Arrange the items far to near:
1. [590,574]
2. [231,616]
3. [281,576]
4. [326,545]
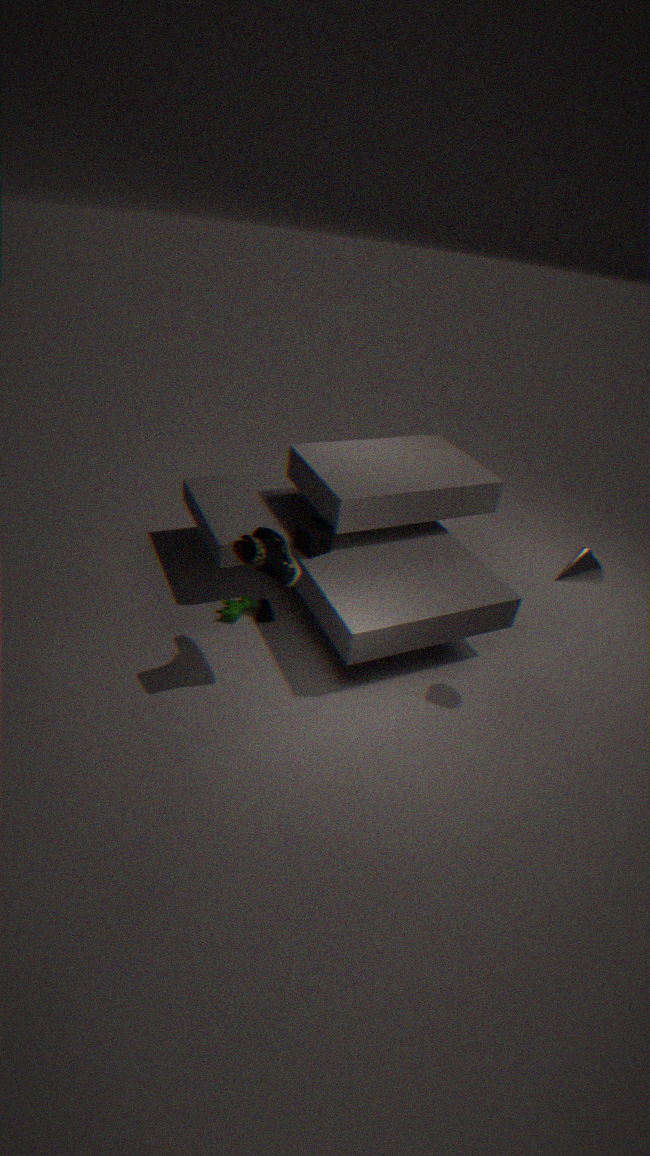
[231,616], [326,545], [590,574], [281,576]
